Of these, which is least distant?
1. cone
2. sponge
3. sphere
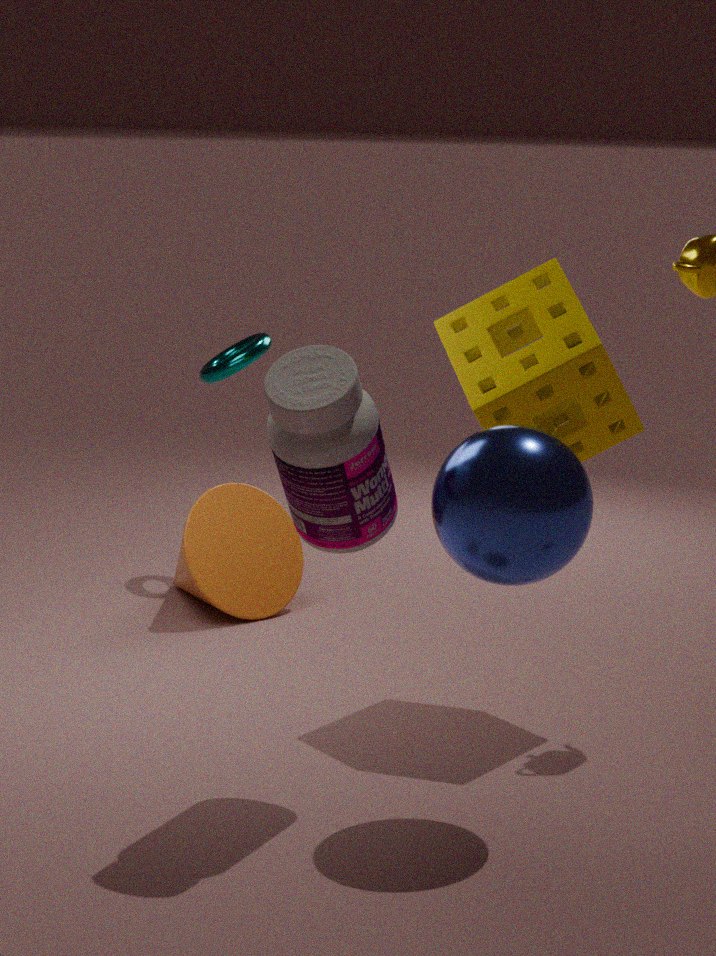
sphere
